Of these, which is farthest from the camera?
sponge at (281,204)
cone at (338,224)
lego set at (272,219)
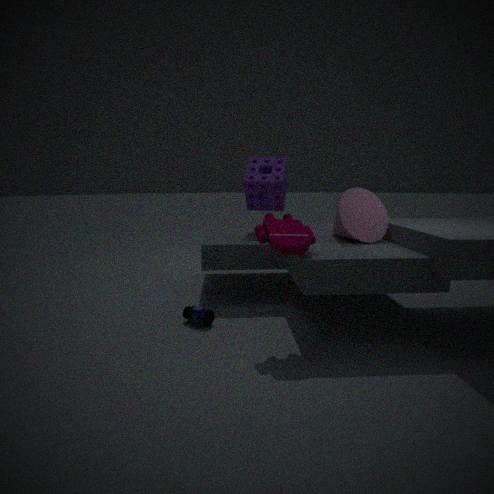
sponge at (281,204)
